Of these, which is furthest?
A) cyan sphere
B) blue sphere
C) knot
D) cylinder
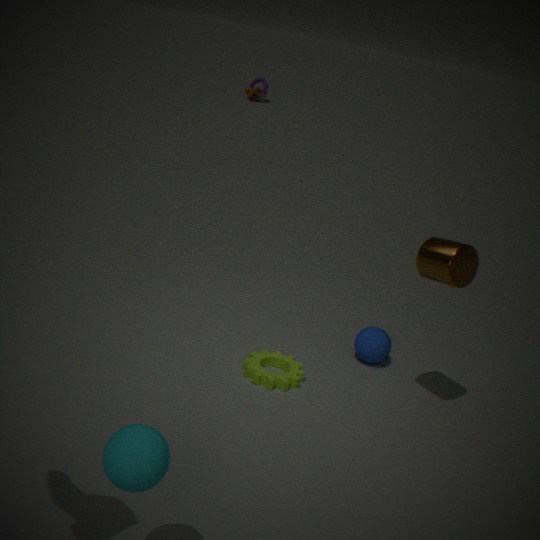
knot
